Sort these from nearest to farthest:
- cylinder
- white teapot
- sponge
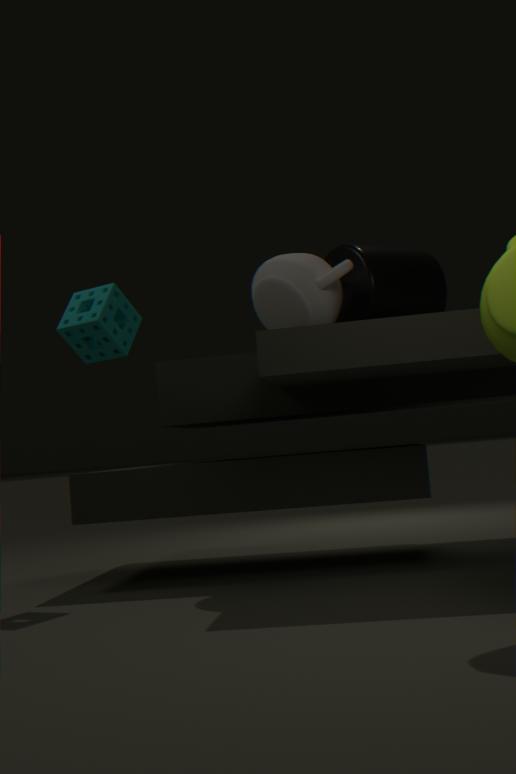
1. sponge
2. white teapot
3. cylinder
